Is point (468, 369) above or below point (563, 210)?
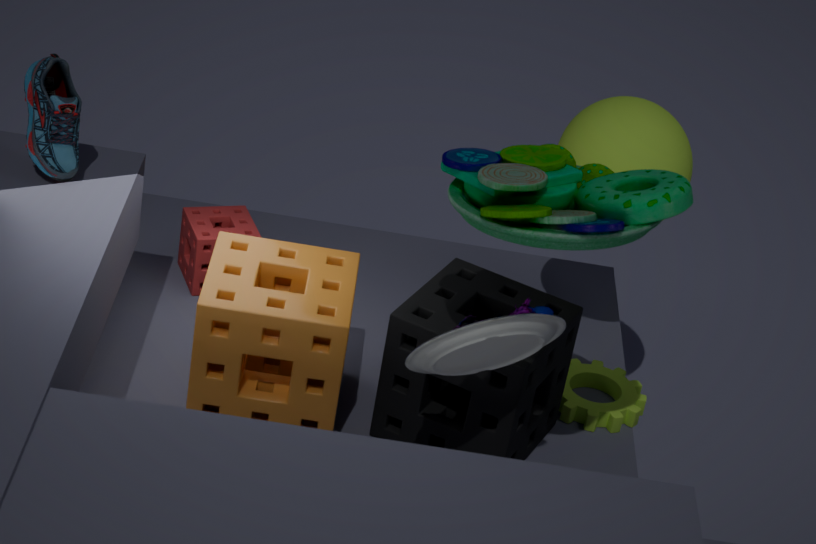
below
